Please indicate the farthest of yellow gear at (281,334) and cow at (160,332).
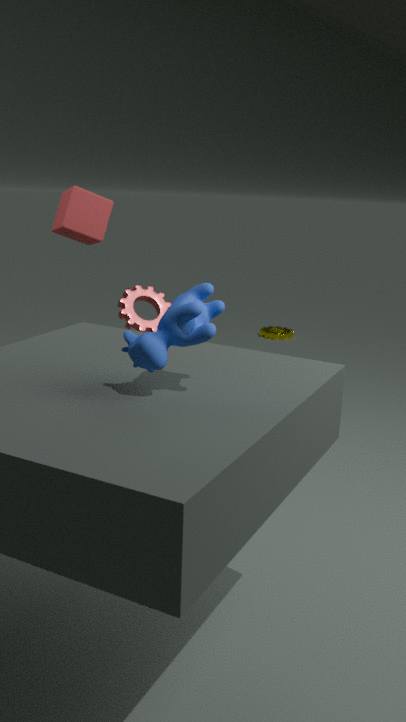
yellow gear at (281,334)
